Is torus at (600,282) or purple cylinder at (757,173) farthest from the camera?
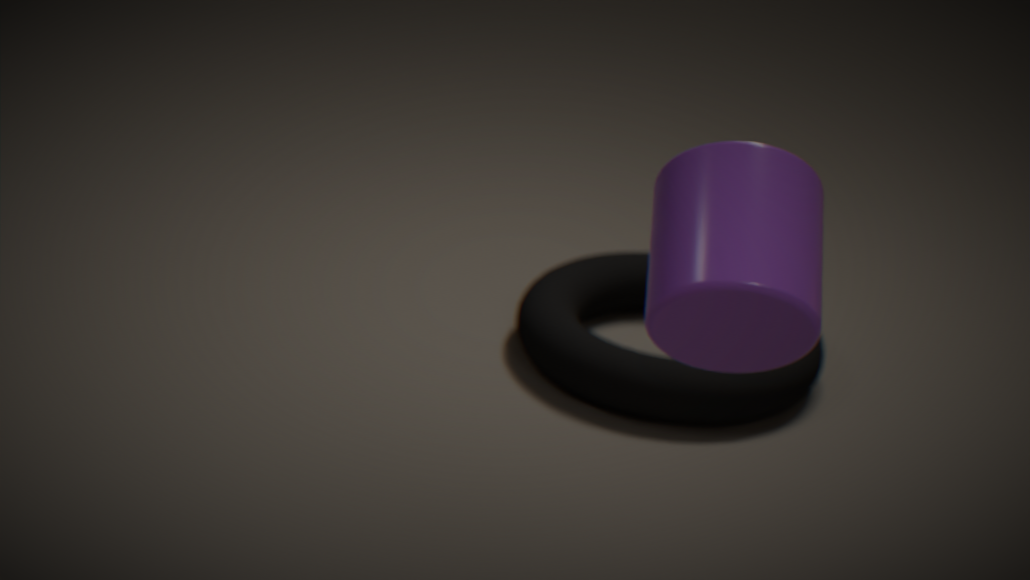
torus at (600,282)
